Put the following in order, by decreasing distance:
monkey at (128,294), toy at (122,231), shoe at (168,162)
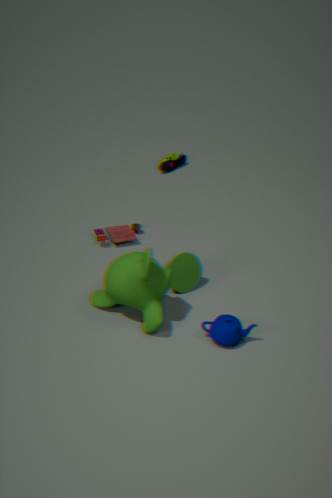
shoe at (168,162) < toy at (122,231) < monkey at (128,294)
